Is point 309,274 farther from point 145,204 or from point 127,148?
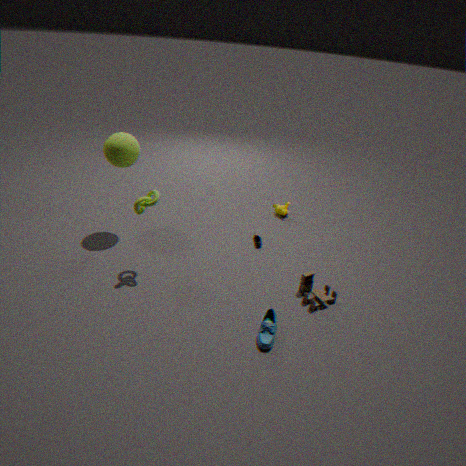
point 127,148
